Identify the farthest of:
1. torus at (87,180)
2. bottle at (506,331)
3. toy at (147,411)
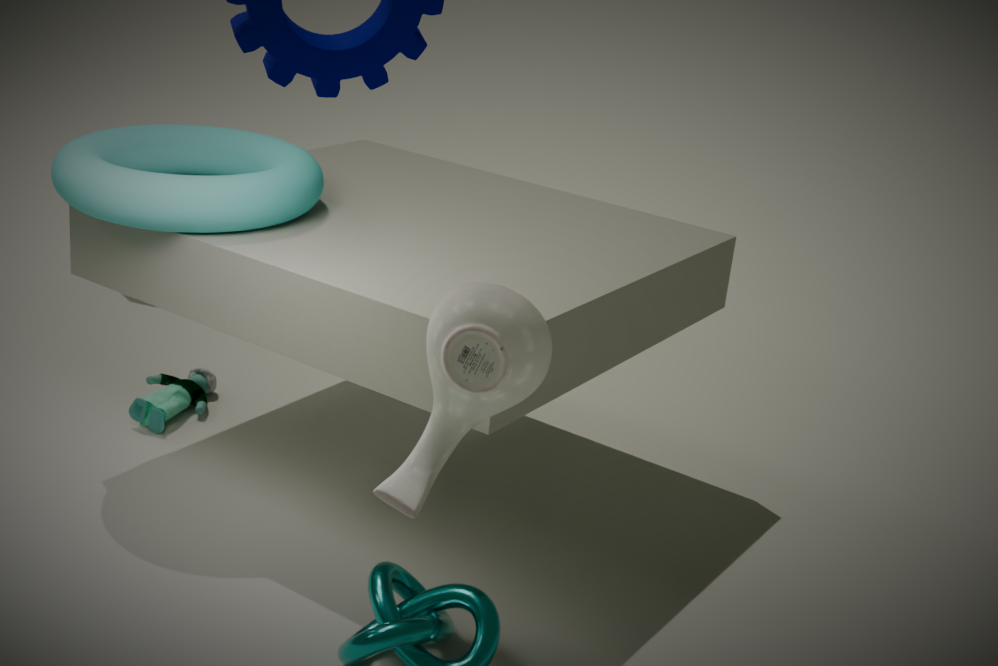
toy at (147,411)
